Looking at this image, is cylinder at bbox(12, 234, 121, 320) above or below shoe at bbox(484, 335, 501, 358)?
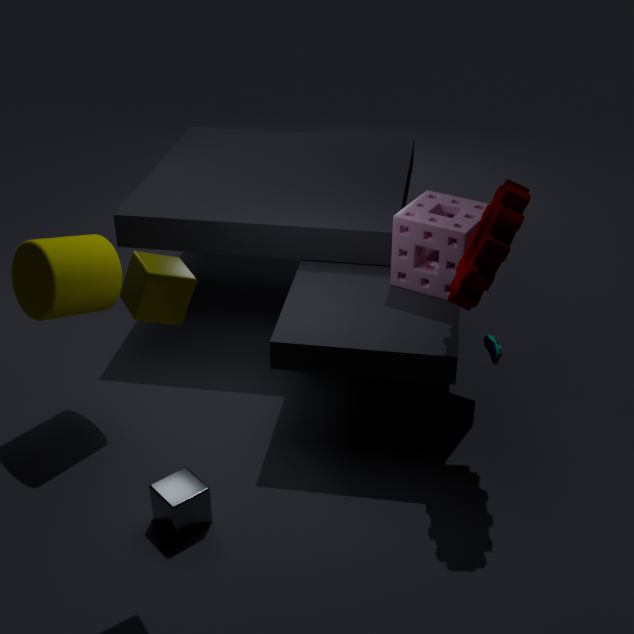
above
